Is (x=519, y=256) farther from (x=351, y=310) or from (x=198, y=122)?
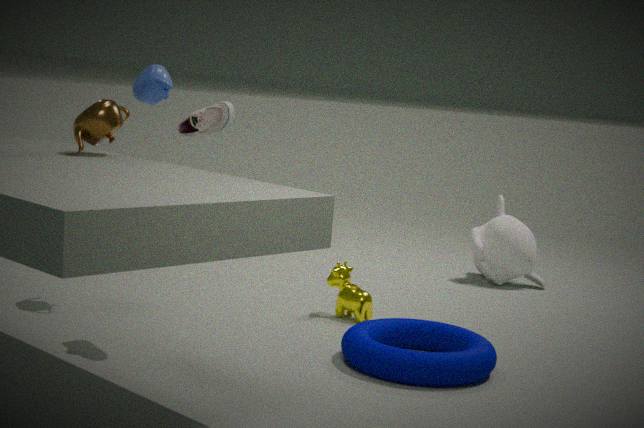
(x=198, y=122)
